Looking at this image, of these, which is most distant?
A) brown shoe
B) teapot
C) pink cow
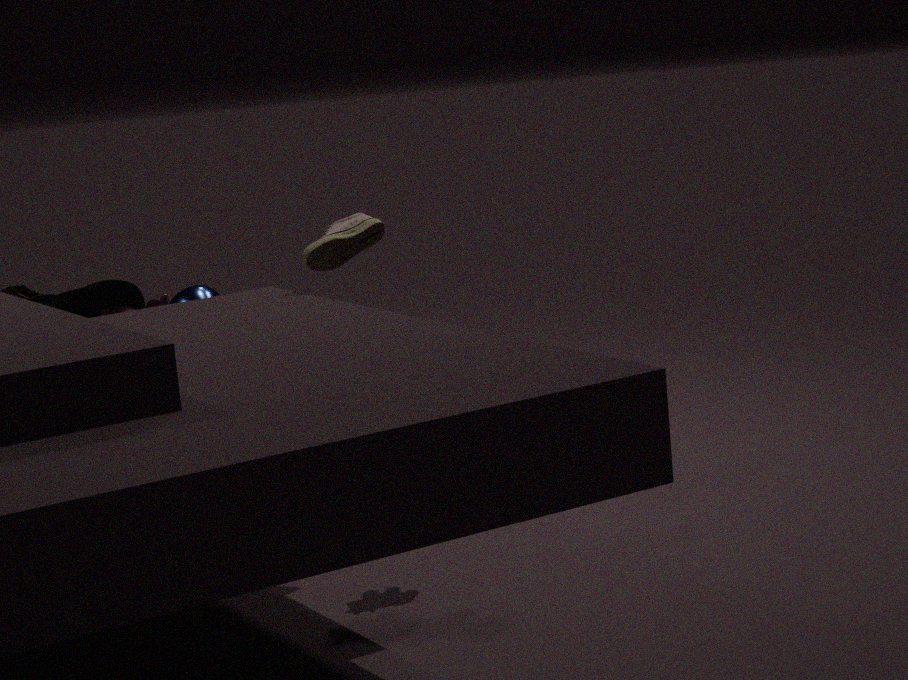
pink cow
